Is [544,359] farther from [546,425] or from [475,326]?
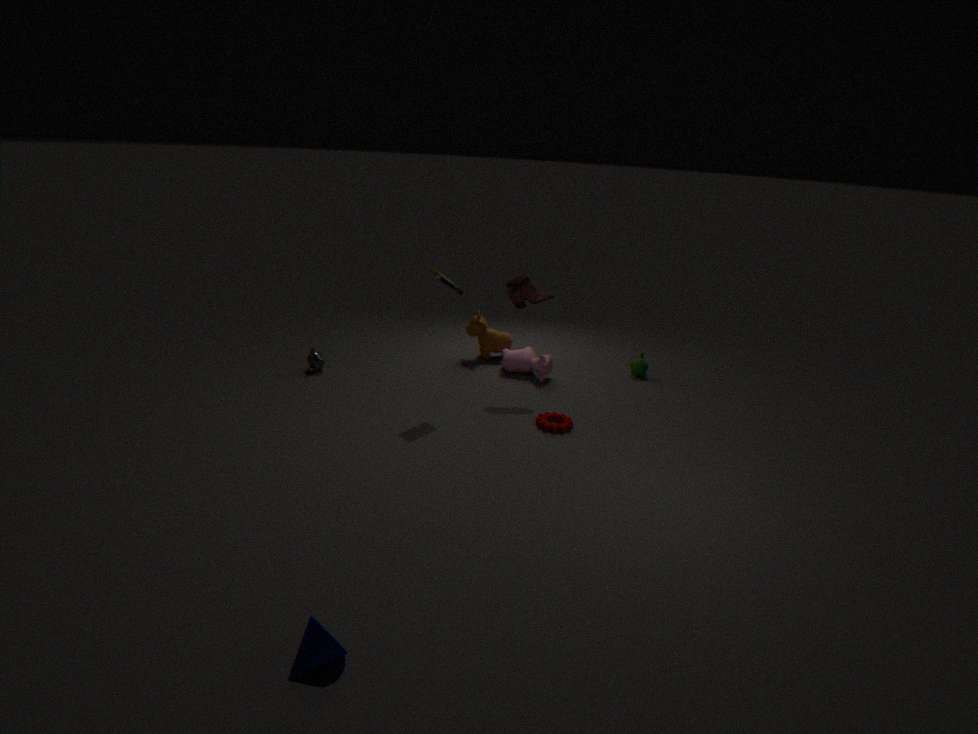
[546,425]
